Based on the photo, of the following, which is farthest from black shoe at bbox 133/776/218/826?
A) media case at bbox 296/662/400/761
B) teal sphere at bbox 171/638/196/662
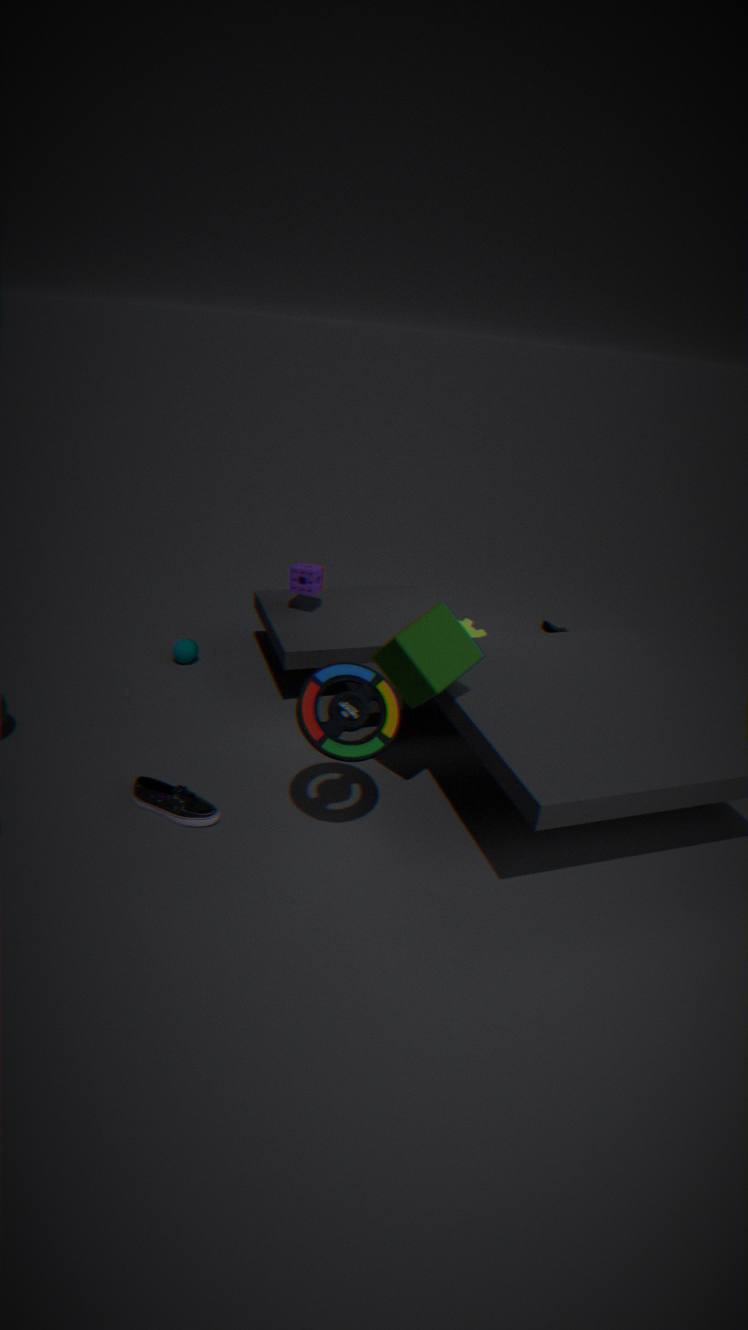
teal sphere at bbox 171/638/196/662
